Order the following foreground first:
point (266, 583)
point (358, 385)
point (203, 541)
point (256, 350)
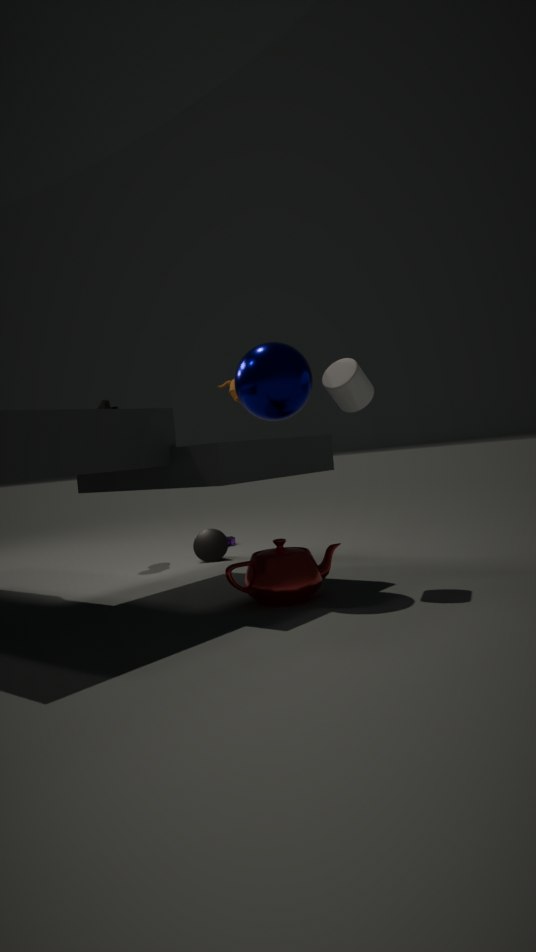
point (266, 583)
point (358, 385)
point (256, 350)
point (203, 541)
